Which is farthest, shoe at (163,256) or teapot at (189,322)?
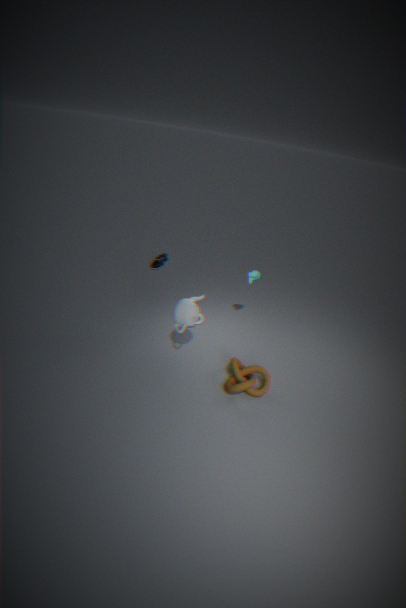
shoe at (163,256)
